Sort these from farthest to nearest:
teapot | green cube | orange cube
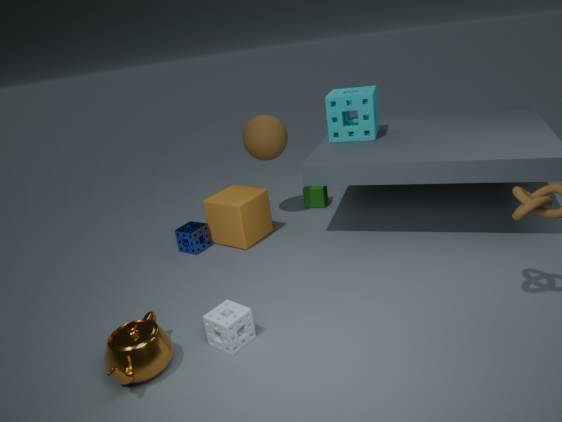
green cube
orange cube
teapot
